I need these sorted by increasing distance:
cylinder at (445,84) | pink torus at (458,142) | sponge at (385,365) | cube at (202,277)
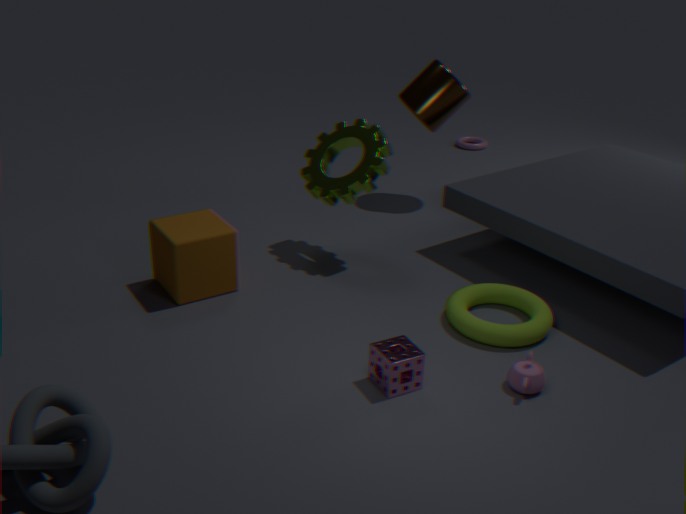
sponge at (385,365) < cube at (202,277) < cylinder at (445,84) < pink torus at (458,142)
